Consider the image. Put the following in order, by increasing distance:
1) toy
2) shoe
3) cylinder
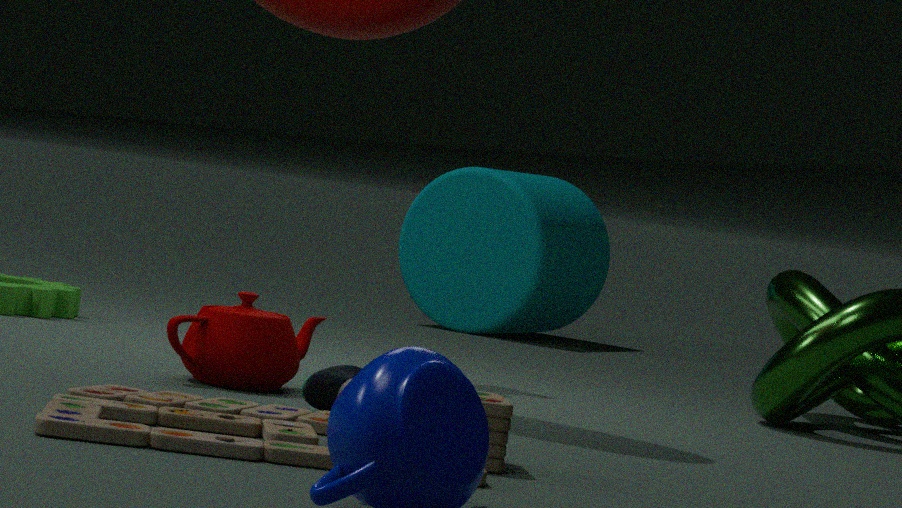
1. toy < 2. shoe < 3. cylinder
